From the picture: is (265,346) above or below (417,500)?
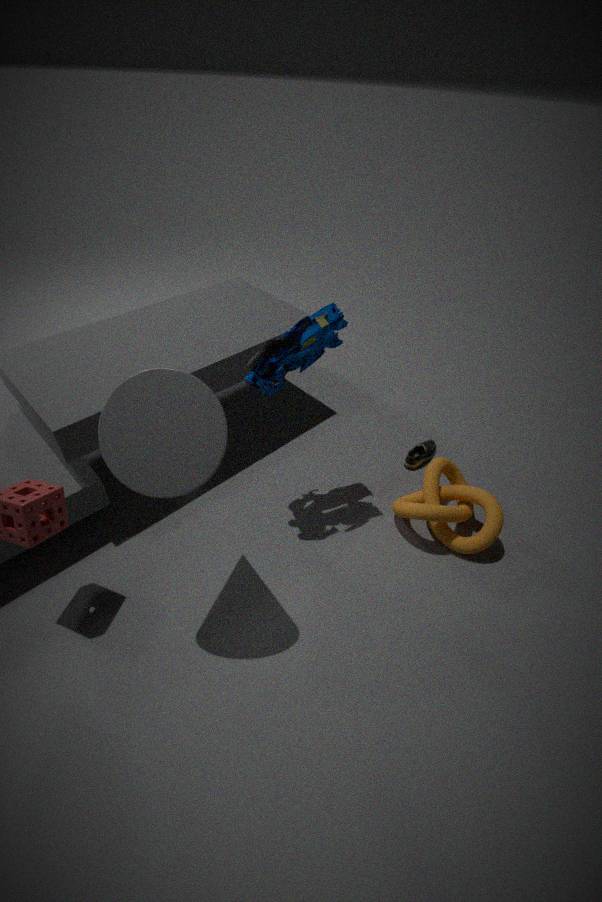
above
